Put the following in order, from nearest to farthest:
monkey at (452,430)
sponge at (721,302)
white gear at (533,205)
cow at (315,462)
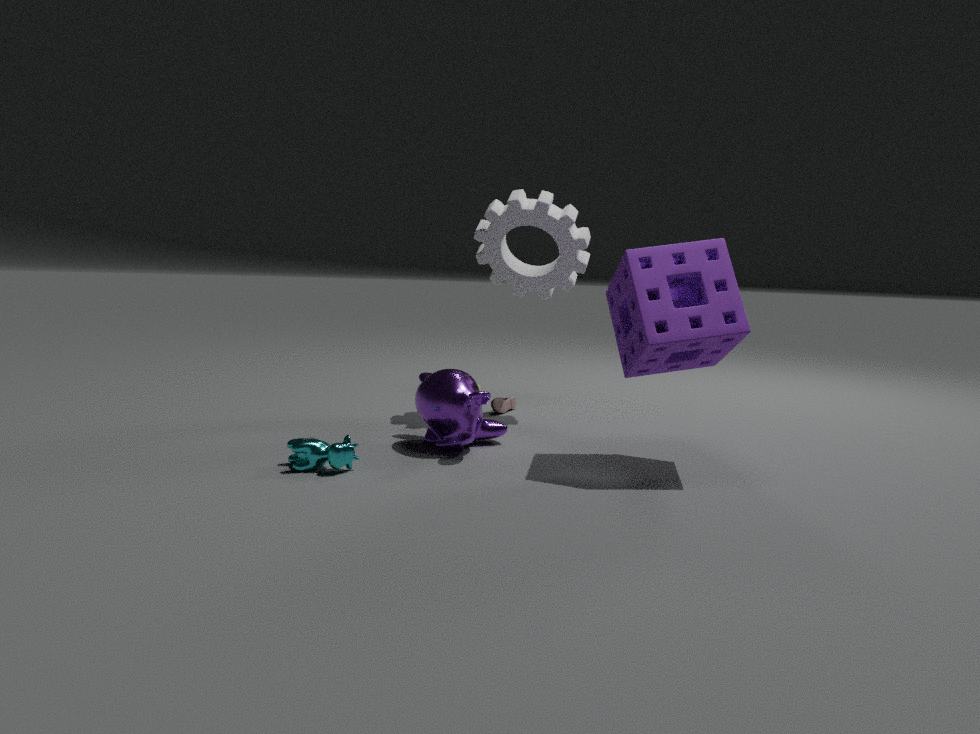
cow at (315,462) < sponge at (721,302) < monkey at (452,430) < white gear at (533,205)
